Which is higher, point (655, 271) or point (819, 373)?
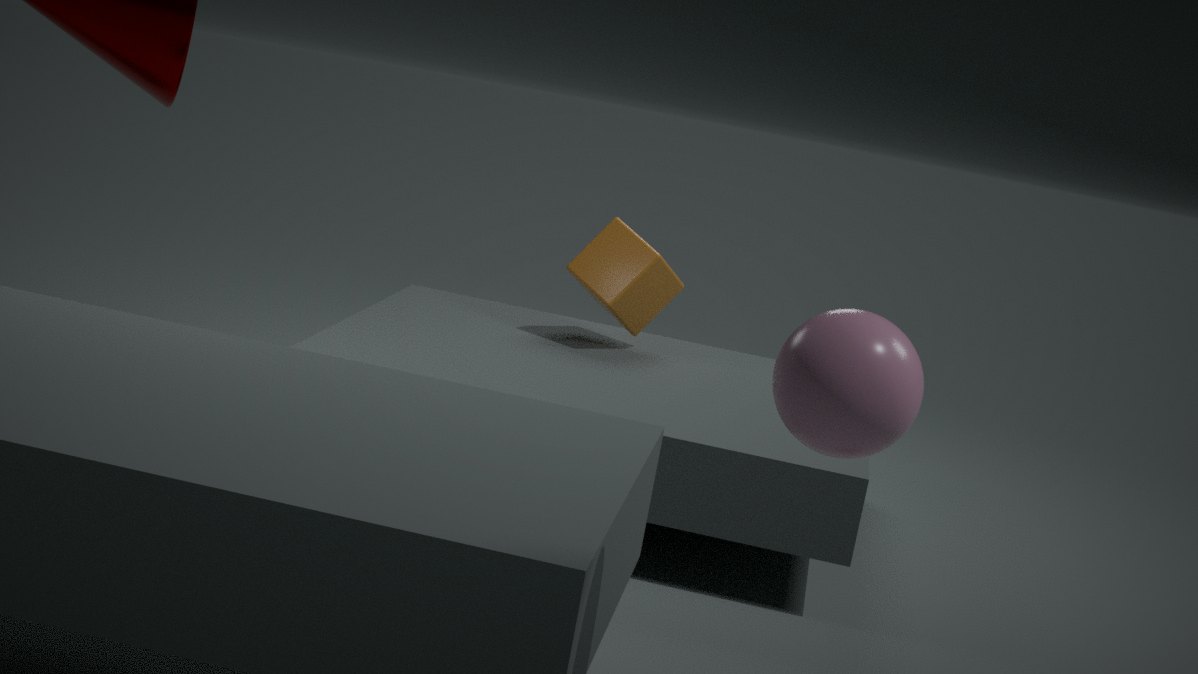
point (819, 373)
